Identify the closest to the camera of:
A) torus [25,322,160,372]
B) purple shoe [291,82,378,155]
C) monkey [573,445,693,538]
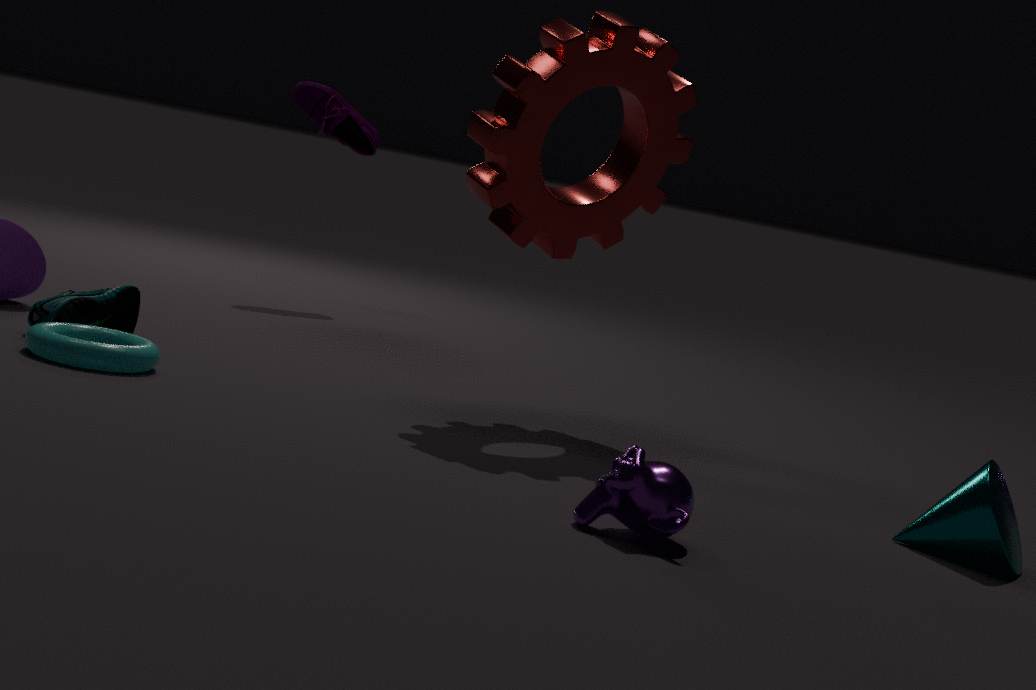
monkey [573,445,693,538]
